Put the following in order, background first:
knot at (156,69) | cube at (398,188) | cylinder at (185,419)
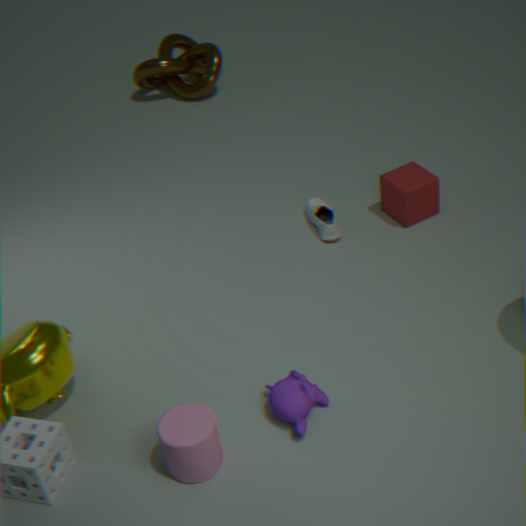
knot at (156,69) → cube at (398,188) → cylinder at (185,419)
